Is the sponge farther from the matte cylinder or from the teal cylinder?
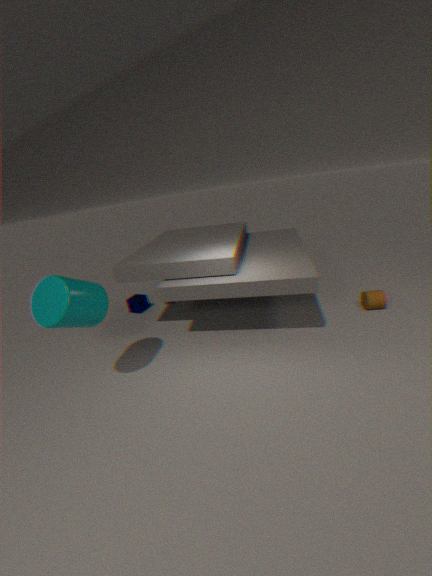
the matte cylinder
